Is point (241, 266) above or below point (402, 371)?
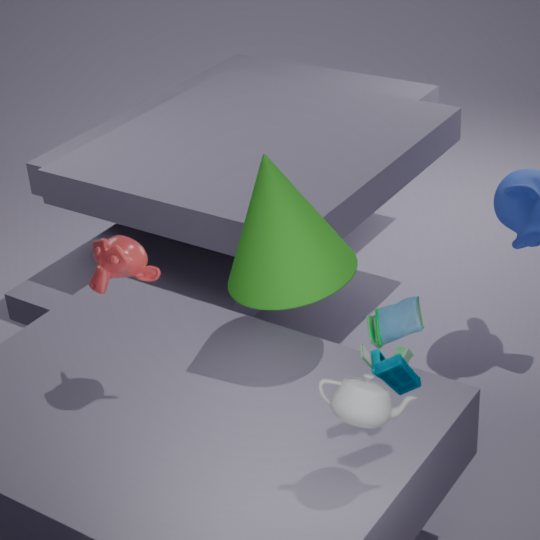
above
